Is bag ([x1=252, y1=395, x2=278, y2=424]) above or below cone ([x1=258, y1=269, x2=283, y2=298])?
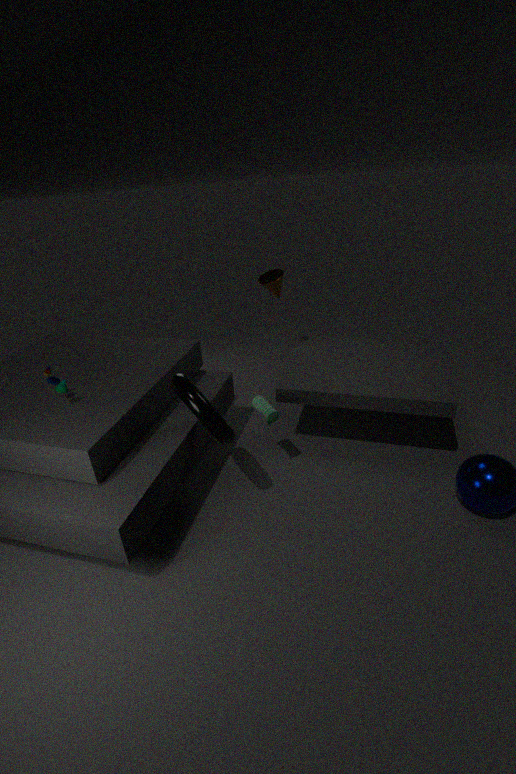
below
